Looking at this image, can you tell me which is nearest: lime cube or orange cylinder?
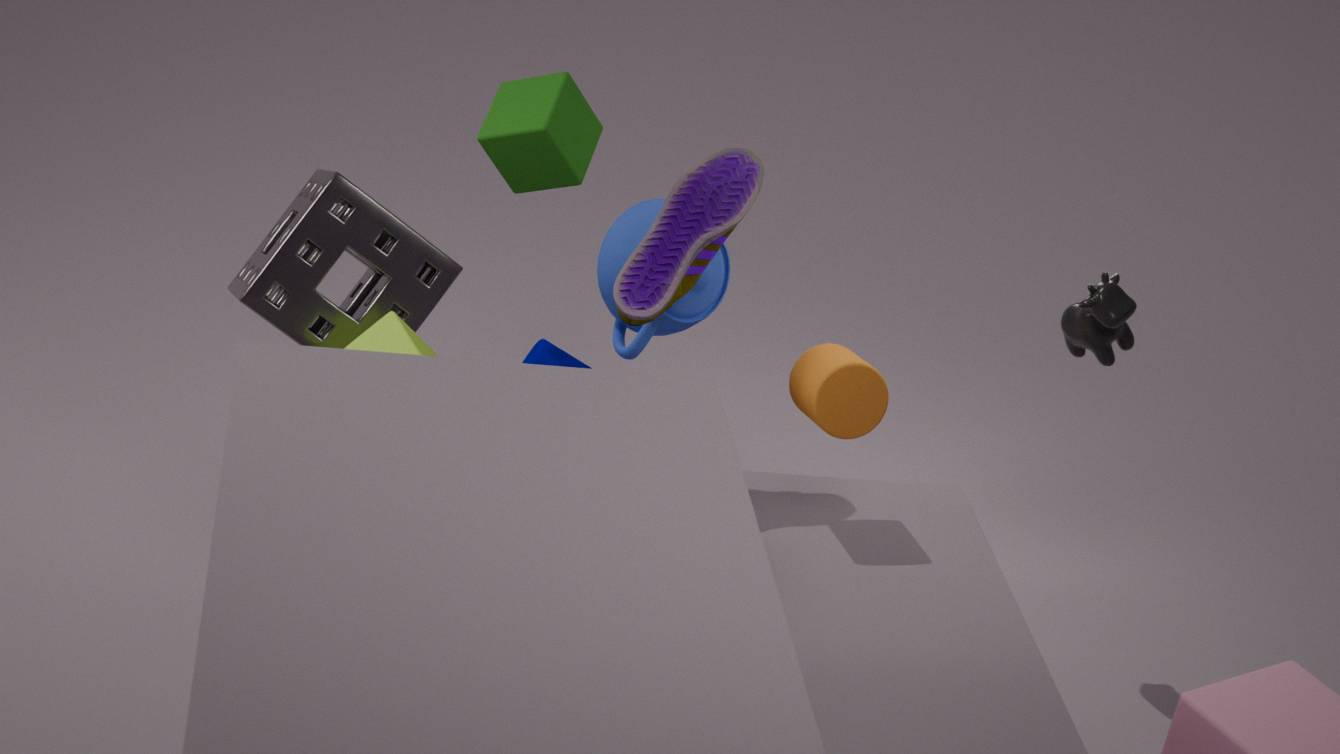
lime cube
